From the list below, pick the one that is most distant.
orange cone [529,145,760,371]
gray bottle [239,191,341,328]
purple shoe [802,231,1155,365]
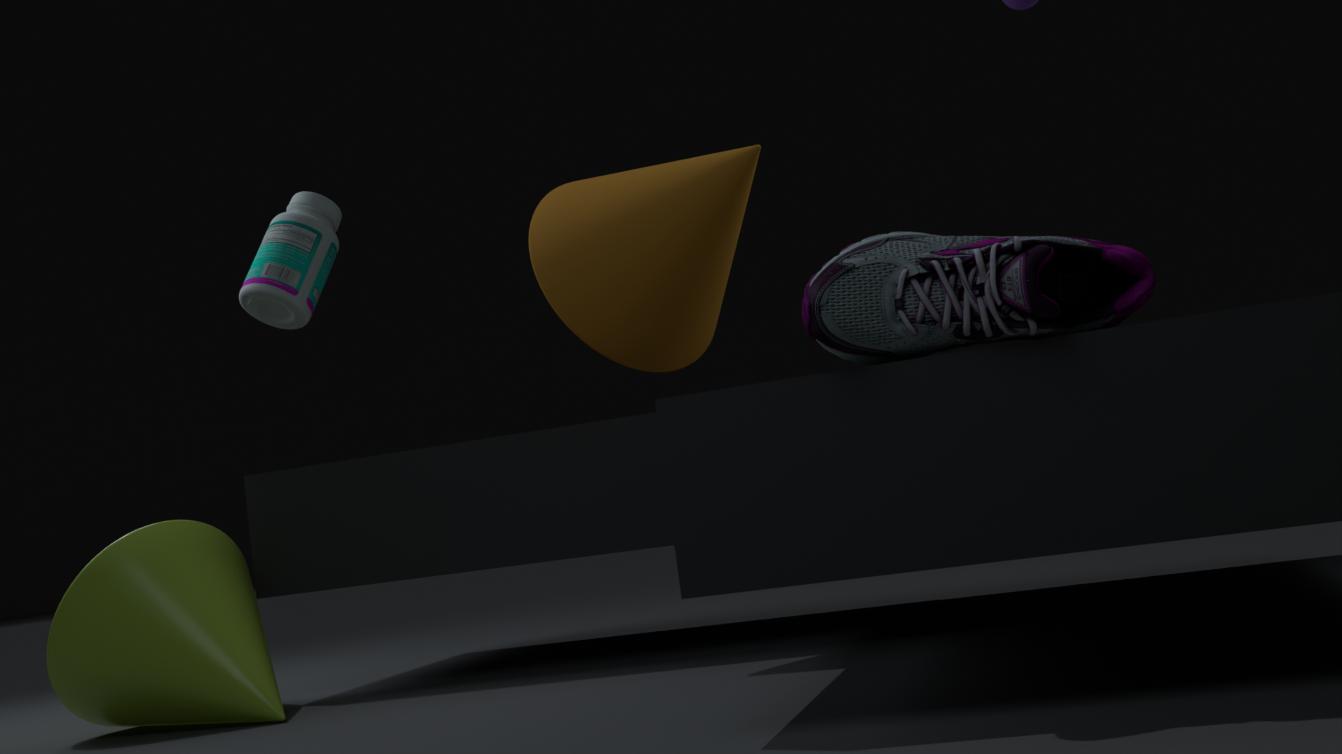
gray bottle [239,191,341,328]
